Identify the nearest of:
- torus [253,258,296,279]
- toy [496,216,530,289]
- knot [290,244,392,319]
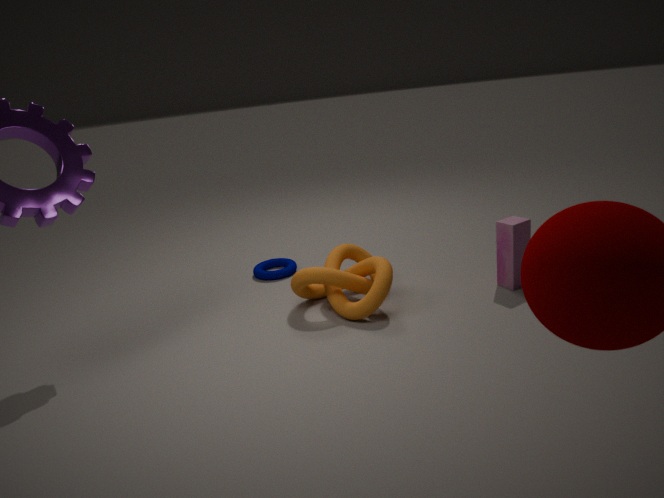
knot [290,244,392,319]
